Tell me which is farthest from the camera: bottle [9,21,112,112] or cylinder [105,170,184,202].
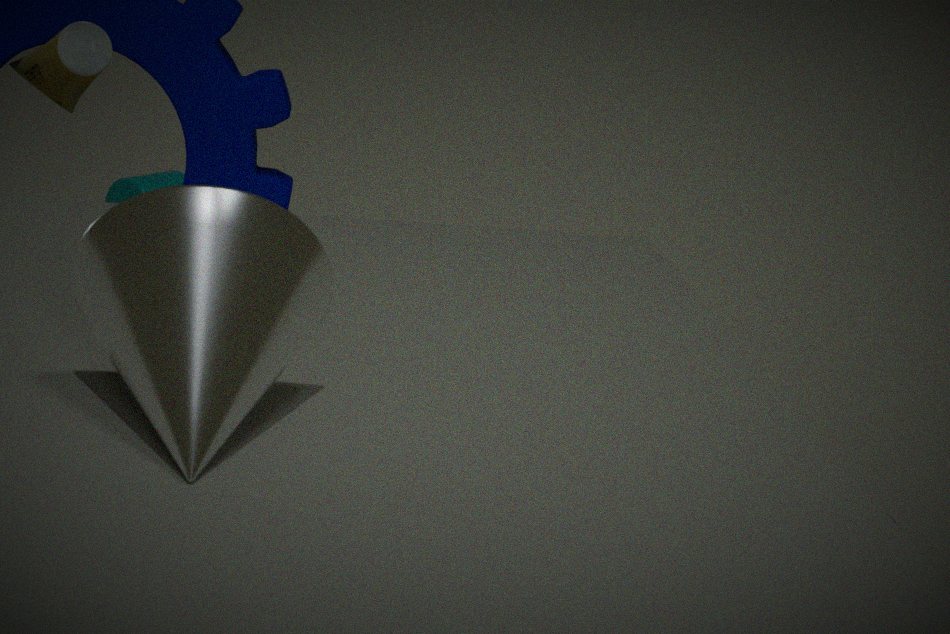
cylinder [105,170,184,202]
